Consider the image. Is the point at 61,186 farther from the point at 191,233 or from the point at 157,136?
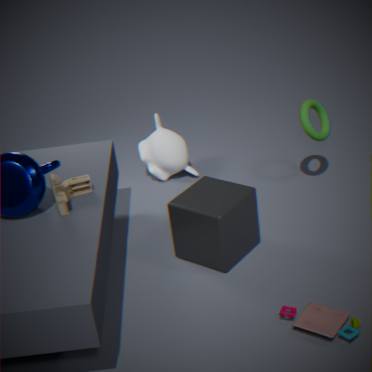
the point at 157,136
